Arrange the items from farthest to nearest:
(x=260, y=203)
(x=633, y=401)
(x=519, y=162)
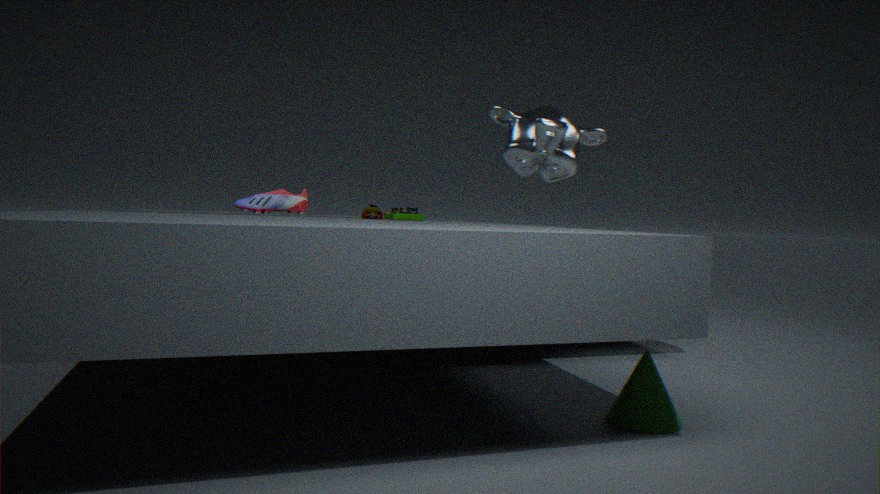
(x=260, y=203) → (x=519, y=162) → (x=633, y=401)
